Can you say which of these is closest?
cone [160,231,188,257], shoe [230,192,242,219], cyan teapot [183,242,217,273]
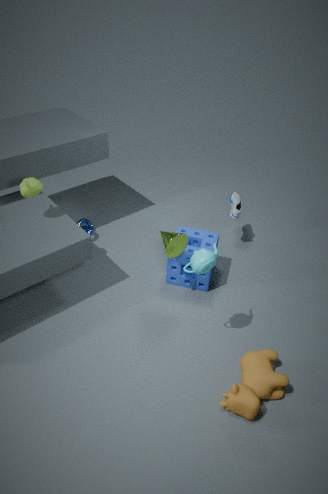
cyan teapot [183,242,217,273]
